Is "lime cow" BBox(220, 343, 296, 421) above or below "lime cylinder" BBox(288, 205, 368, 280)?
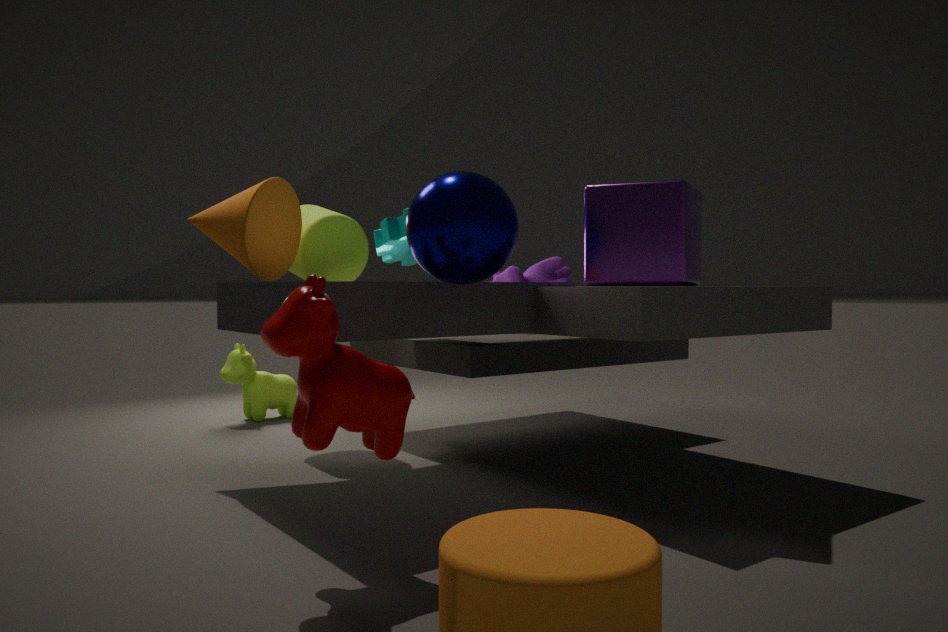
below
